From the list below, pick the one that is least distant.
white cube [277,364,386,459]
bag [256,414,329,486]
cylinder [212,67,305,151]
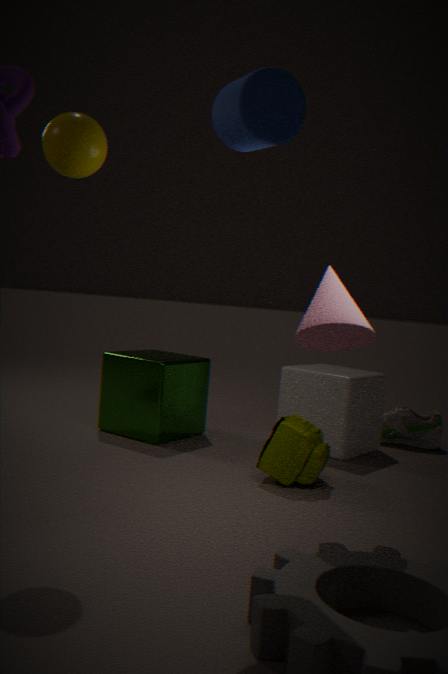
cylinder [212,67,305,151]
